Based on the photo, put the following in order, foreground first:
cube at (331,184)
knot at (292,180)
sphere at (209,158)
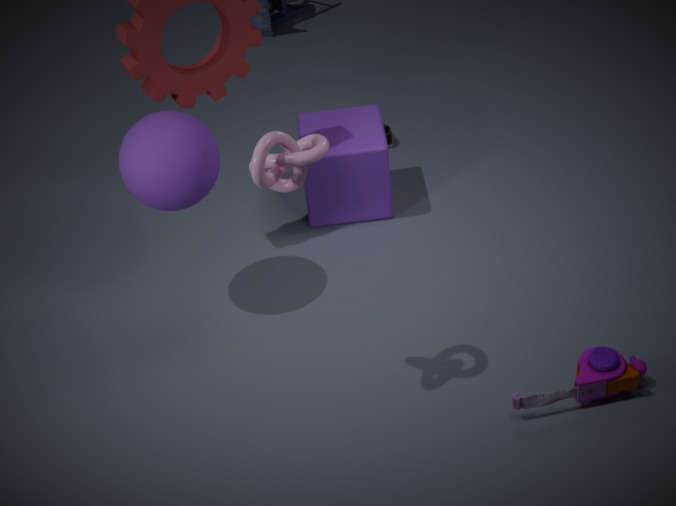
knot at (292,180)
sphere at (209,158)
cube at (331,184)
